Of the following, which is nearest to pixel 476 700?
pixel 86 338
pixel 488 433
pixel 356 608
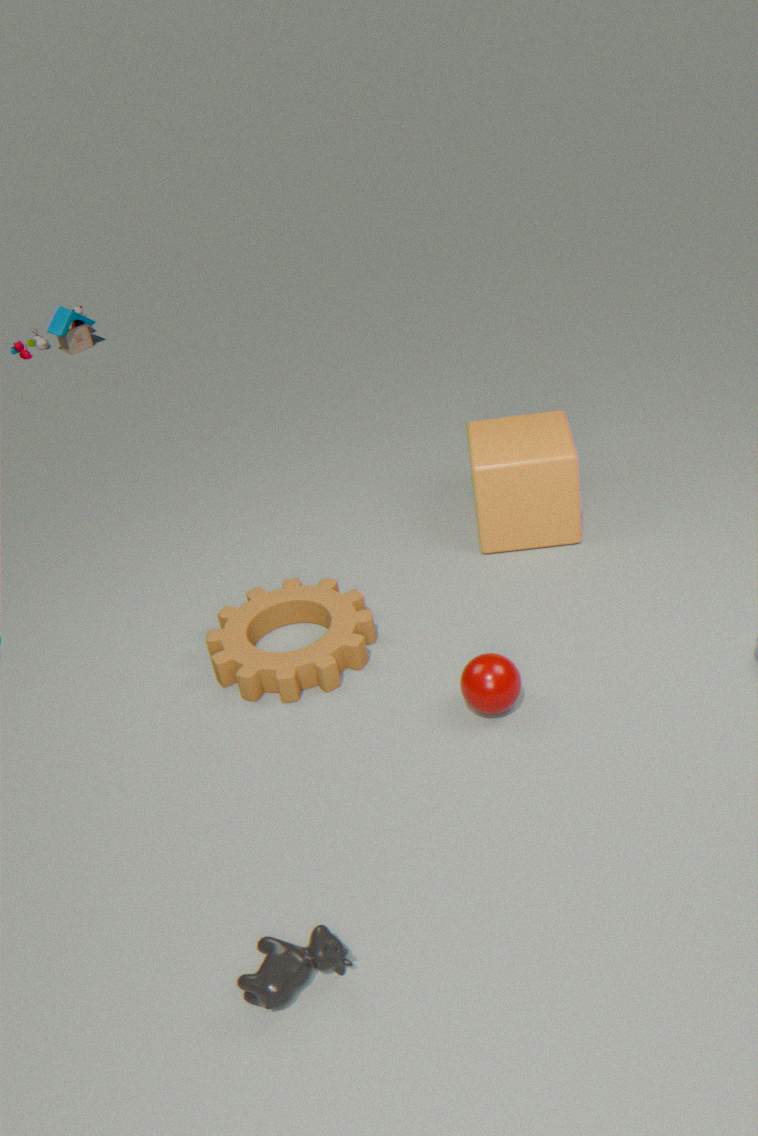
pixel 356 608
